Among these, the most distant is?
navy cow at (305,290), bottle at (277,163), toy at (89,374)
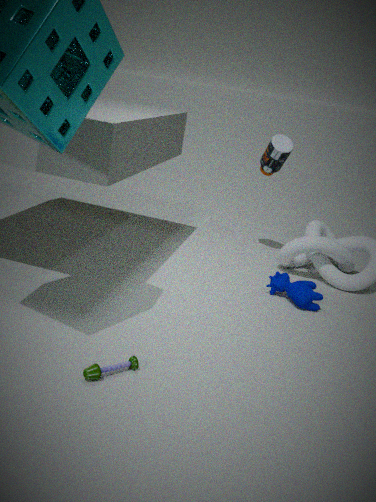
bottle at (277,163)
